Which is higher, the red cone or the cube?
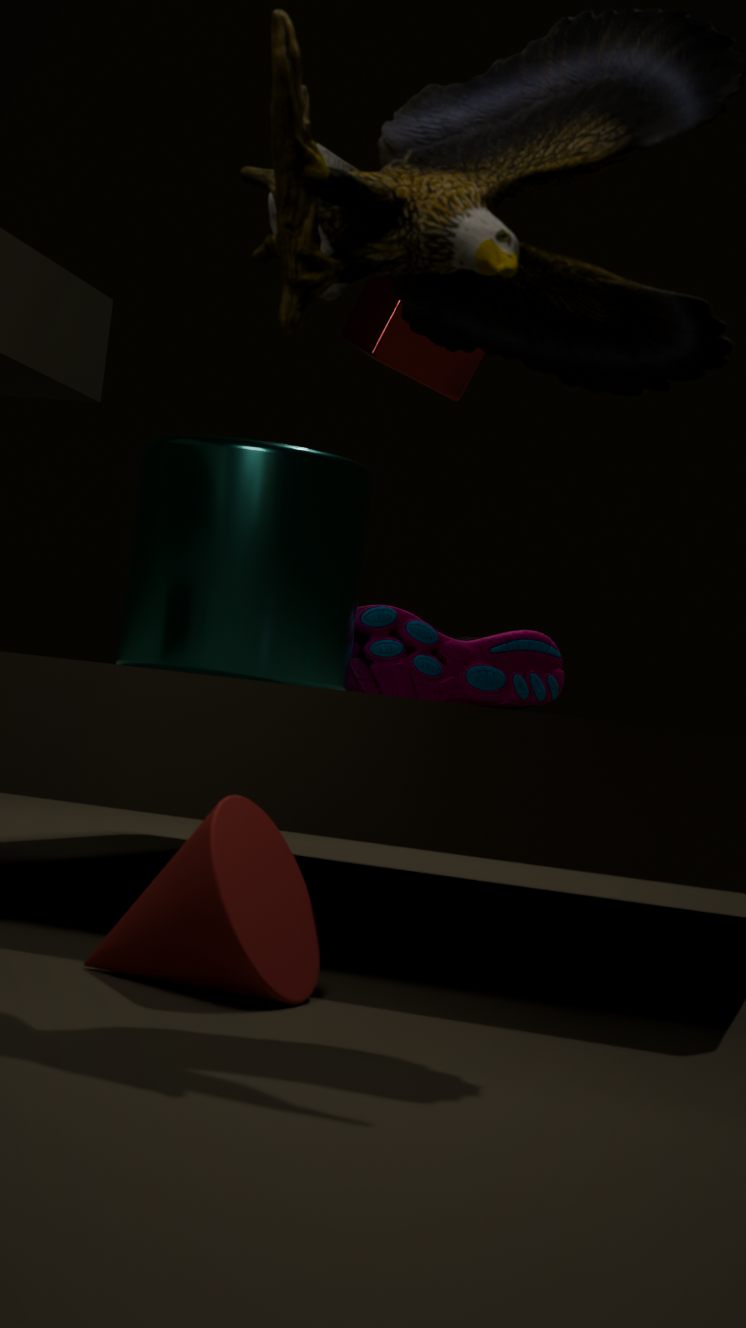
the cube
